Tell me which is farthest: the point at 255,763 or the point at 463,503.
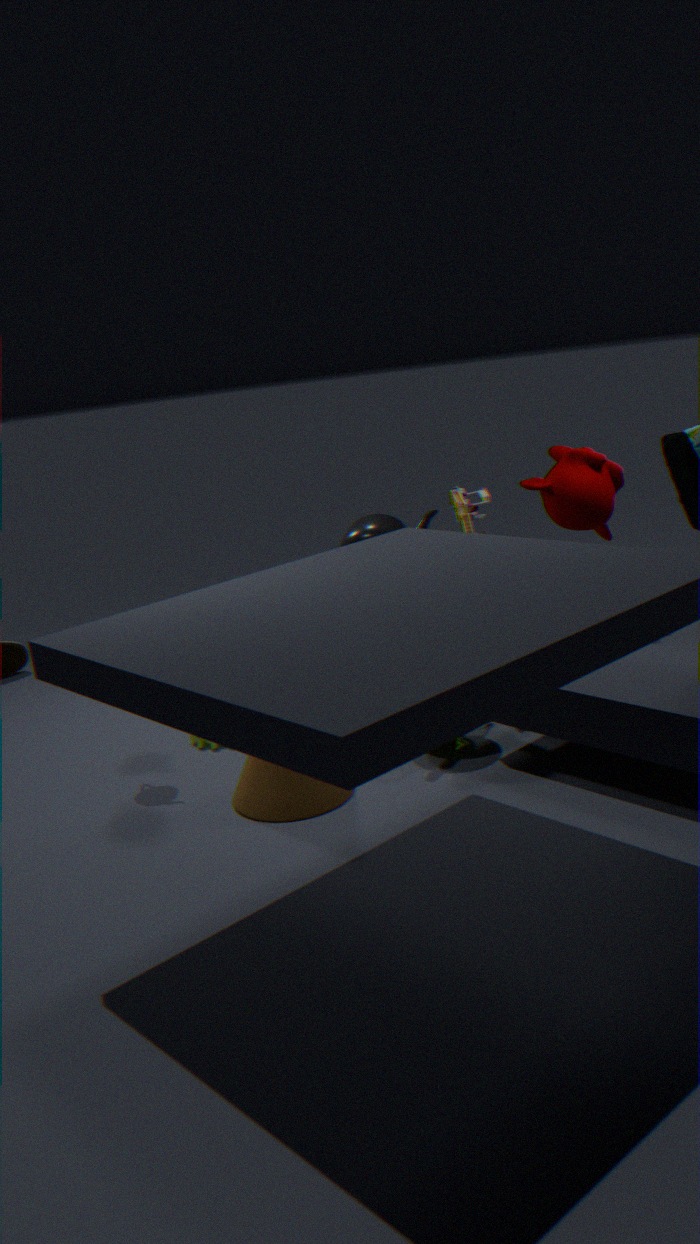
the point at 463,503
